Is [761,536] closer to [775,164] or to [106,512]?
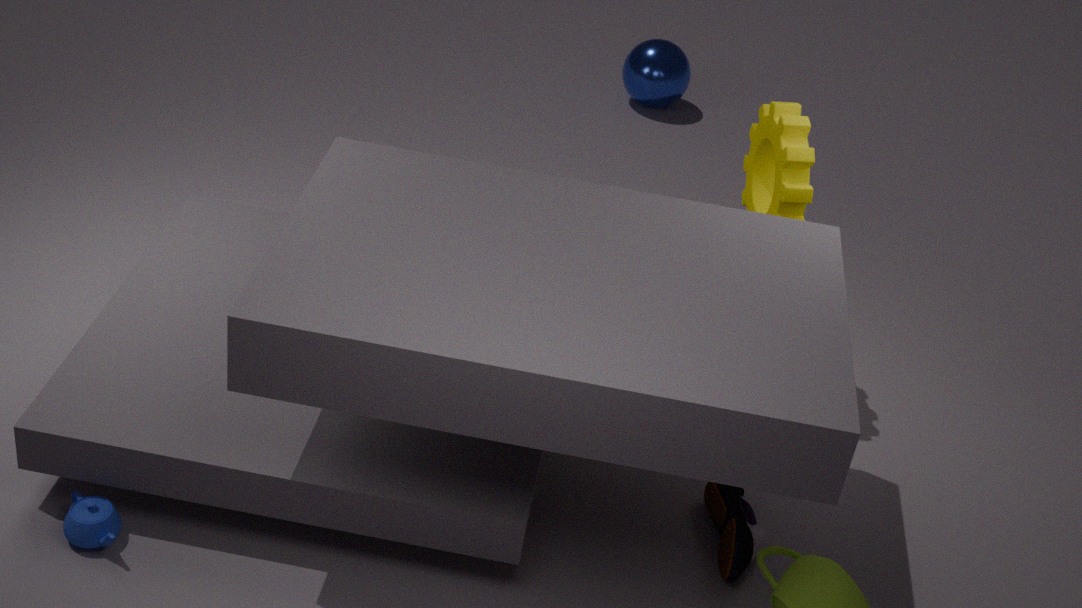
[775,164]
